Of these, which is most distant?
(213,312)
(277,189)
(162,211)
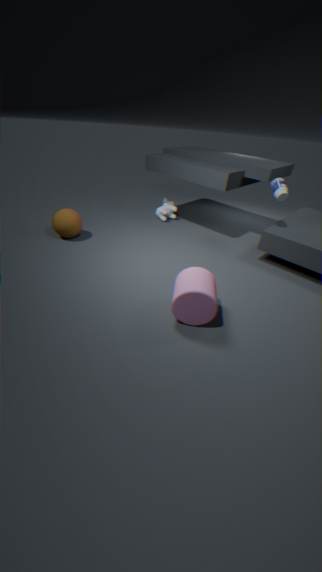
(162,211)
